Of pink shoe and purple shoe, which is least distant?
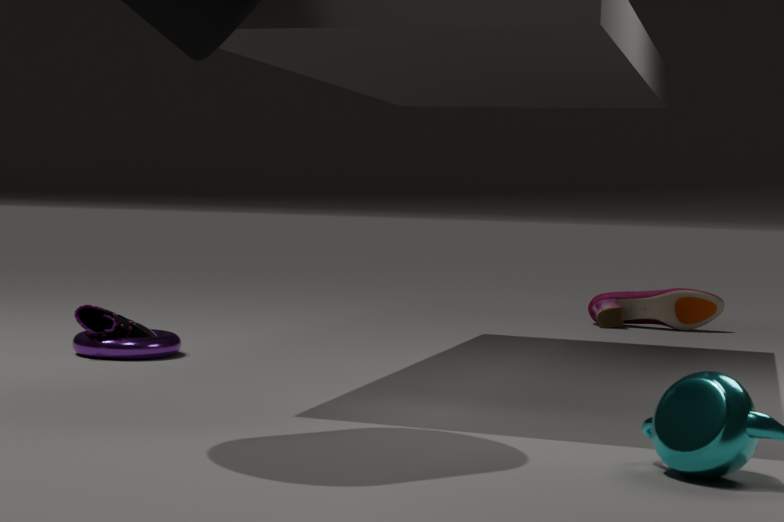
purple shoe
